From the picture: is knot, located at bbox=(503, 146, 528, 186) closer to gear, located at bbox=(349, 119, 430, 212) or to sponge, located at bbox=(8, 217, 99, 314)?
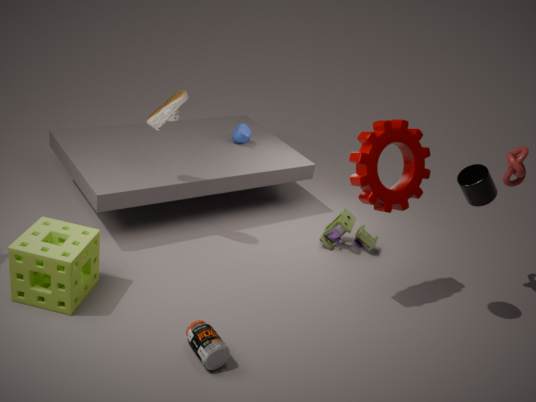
gear, located at bbox=(349, 119, 430, 212)
